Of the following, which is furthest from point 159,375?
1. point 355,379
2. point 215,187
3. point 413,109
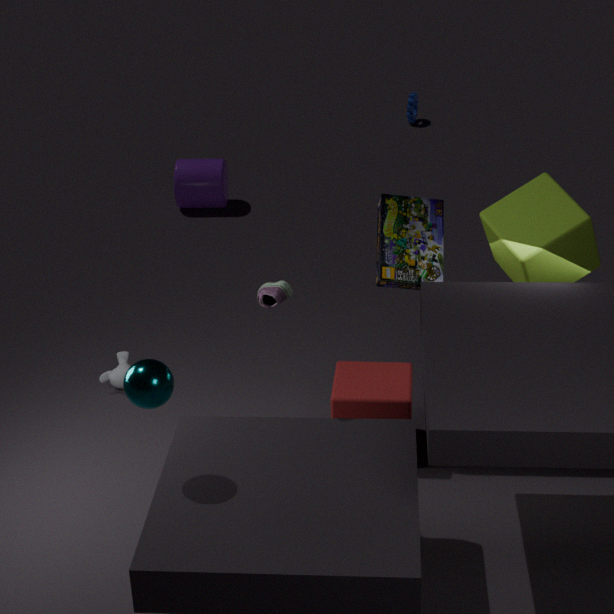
point 413,109
